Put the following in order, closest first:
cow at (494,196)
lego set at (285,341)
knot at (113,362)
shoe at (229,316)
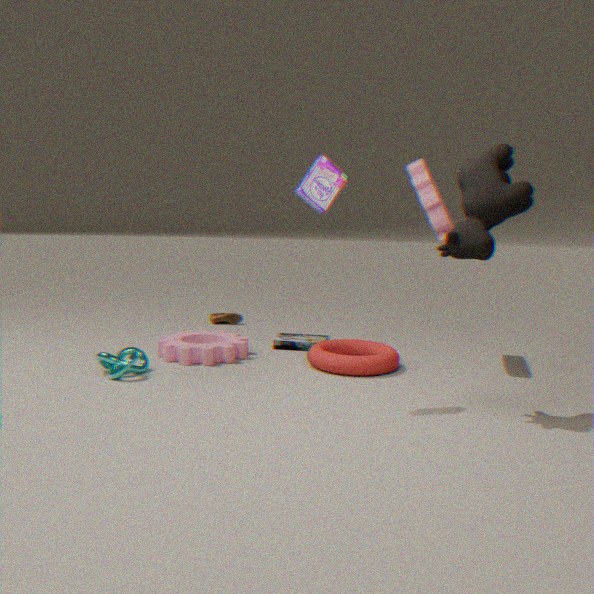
cow at (494,196), knot at (113,362), lego set at (285,341), shoe at (229,316)
